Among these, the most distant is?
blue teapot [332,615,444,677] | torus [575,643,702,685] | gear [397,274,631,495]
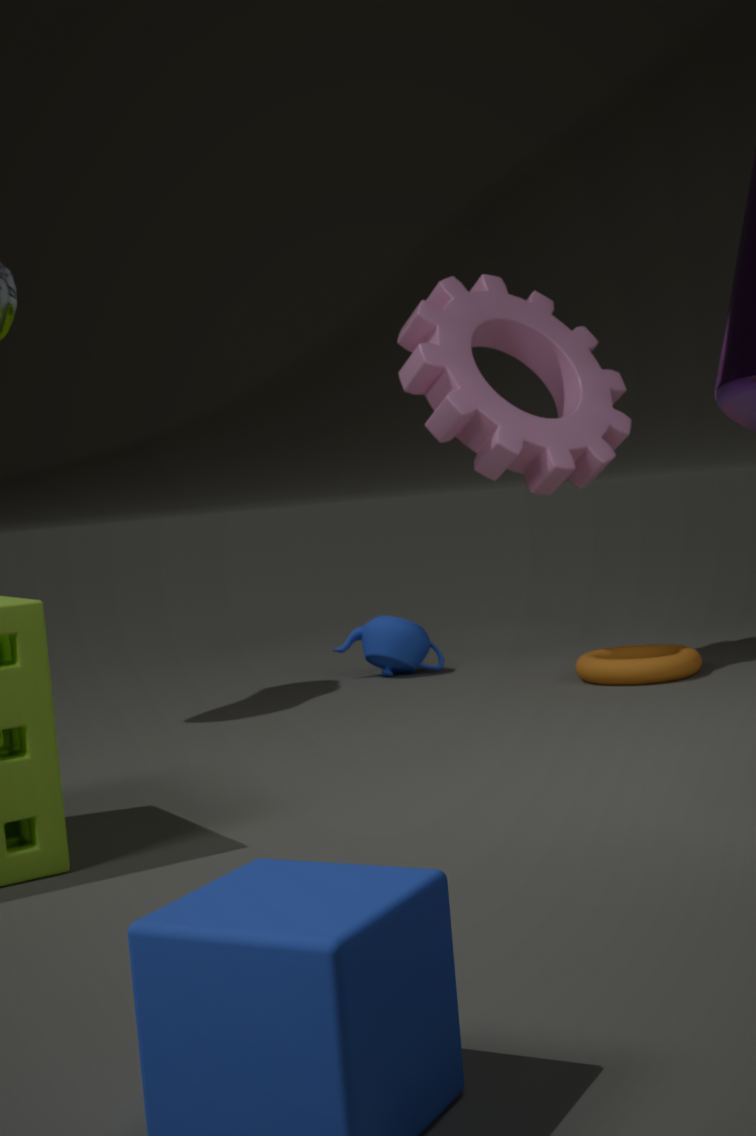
blue teapot [332,615,444,677]
